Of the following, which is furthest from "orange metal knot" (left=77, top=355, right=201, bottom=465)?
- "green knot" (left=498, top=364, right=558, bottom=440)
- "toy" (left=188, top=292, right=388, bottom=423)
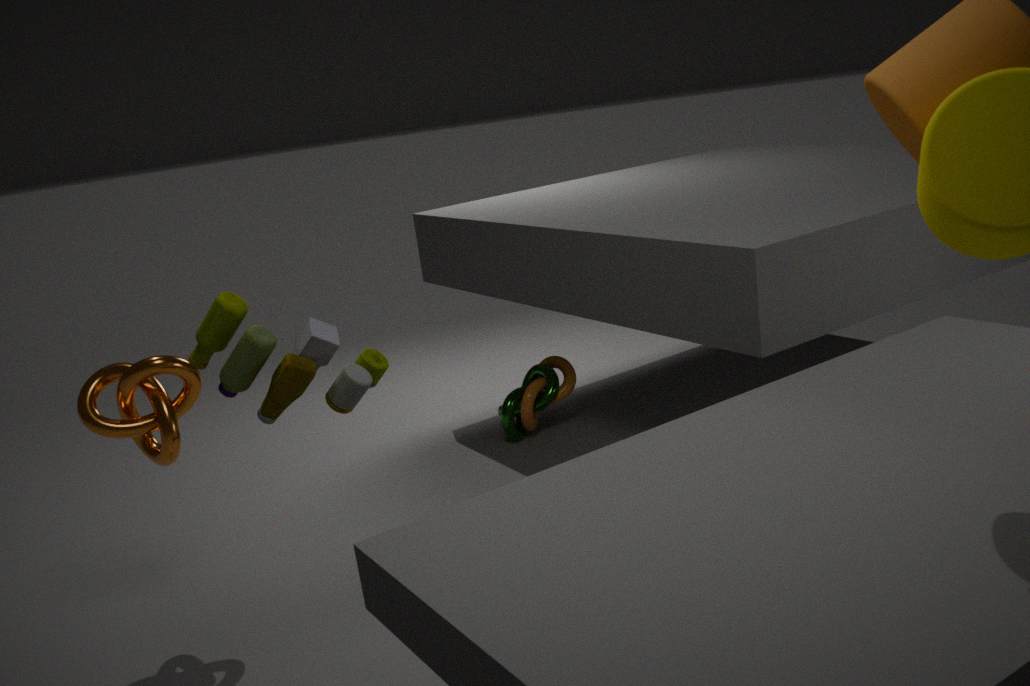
"green knot" (left=498, top=364, right=558, bottom=440)
